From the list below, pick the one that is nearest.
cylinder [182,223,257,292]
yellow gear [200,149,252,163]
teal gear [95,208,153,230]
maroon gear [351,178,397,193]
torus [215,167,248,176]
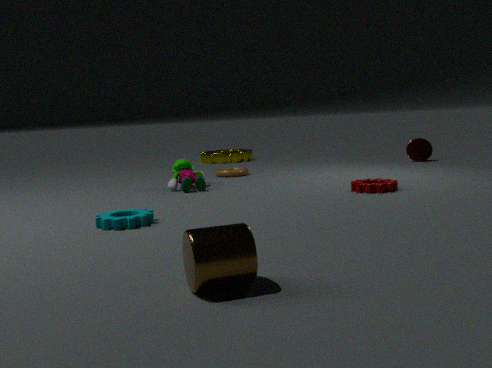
cylinder [182,223,257,292]
